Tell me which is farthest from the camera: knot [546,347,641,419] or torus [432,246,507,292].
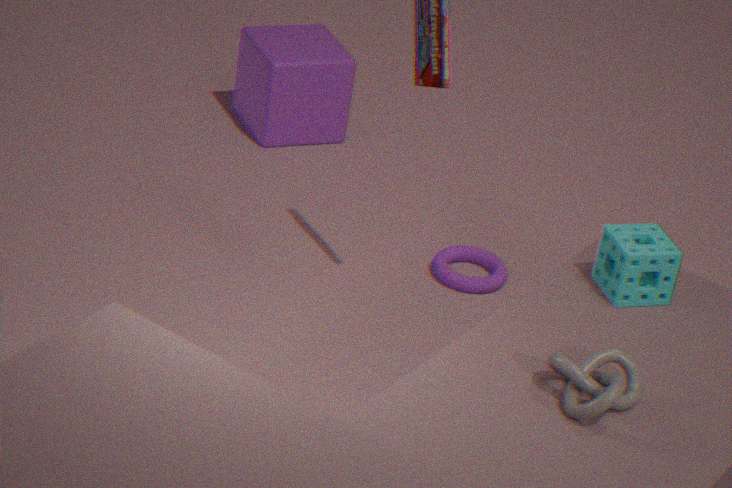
torus [432,246,507,292]
